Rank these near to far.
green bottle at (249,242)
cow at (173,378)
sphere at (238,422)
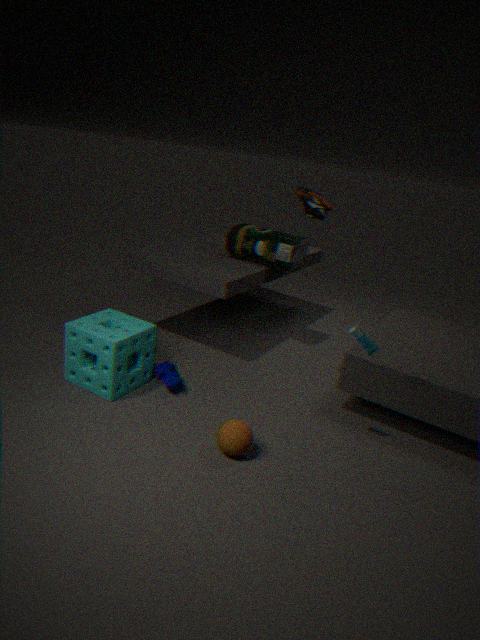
1. sphere at (238,422)
2. cow at (173,378)
3. green bottle at (249,242)
